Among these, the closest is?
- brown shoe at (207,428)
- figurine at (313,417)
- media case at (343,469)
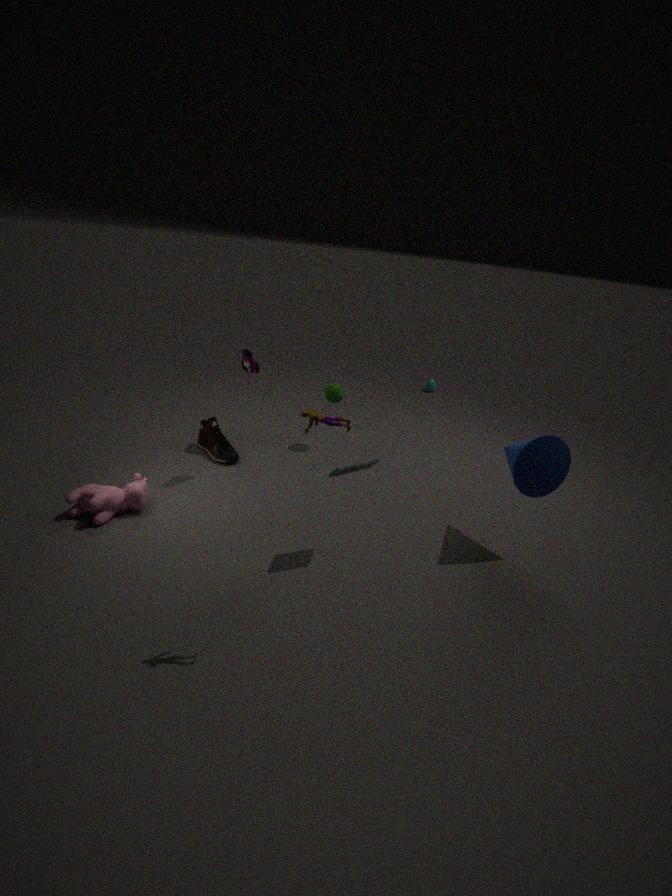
figurine at (313,417)
